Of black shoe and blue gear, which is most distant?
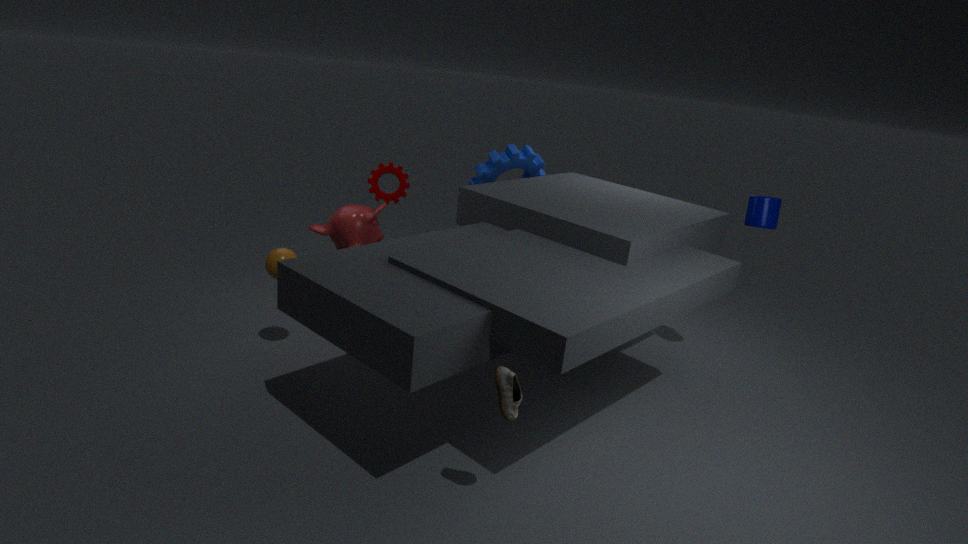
blue gear
